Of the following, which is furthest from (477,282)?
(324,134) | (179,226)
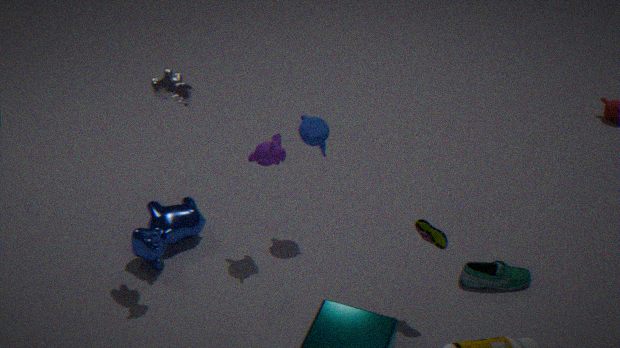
(179,226)
